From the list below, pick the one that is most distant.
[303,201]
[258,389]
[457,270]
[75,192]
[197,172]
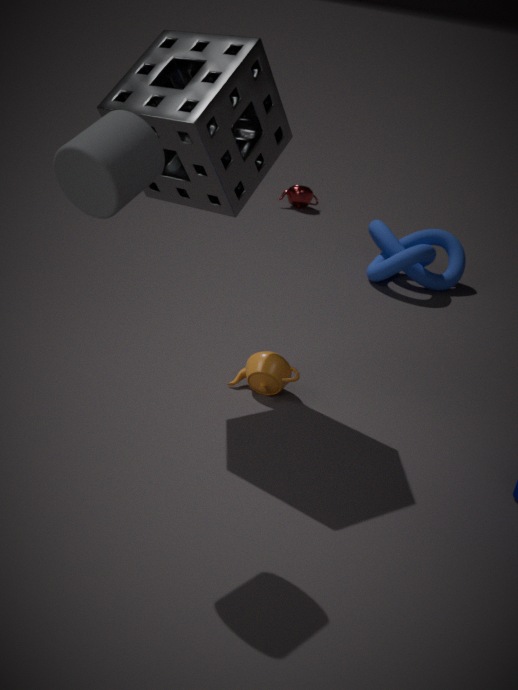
[303,201]
